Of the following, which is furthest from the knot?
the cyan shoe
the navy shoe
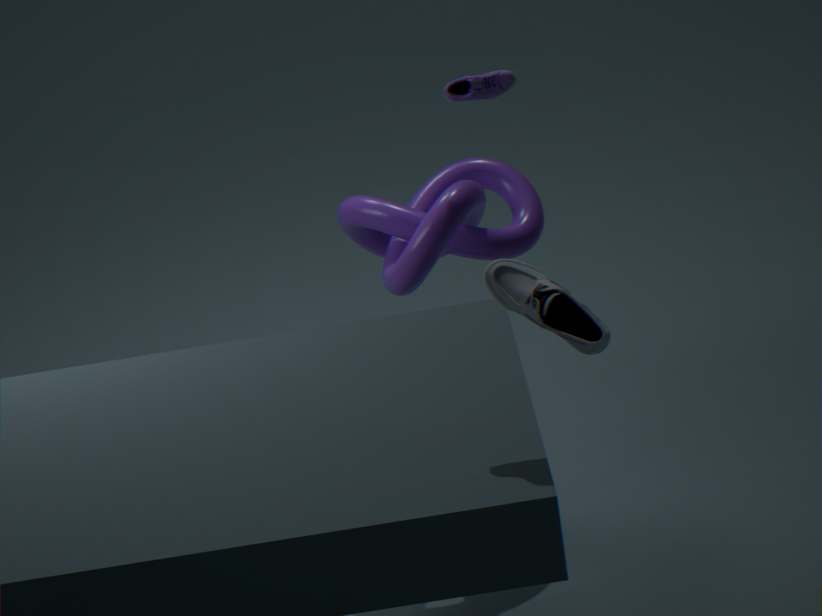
the cyan shoe
